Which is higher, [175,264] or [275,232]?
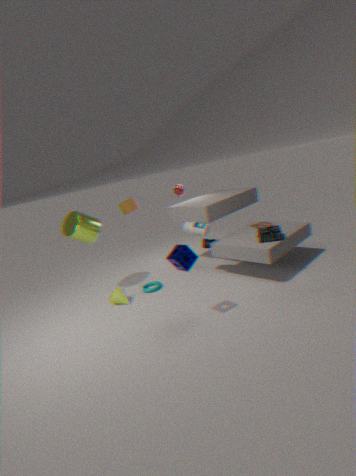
[175,264]
